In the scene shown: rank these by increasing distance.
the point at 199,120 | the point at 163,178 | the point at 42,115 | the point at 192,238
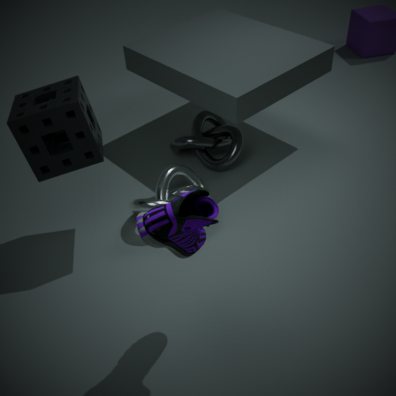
the point at 192,238 → the point at 42,115 → the point at 163,178 → the point at 199,120
